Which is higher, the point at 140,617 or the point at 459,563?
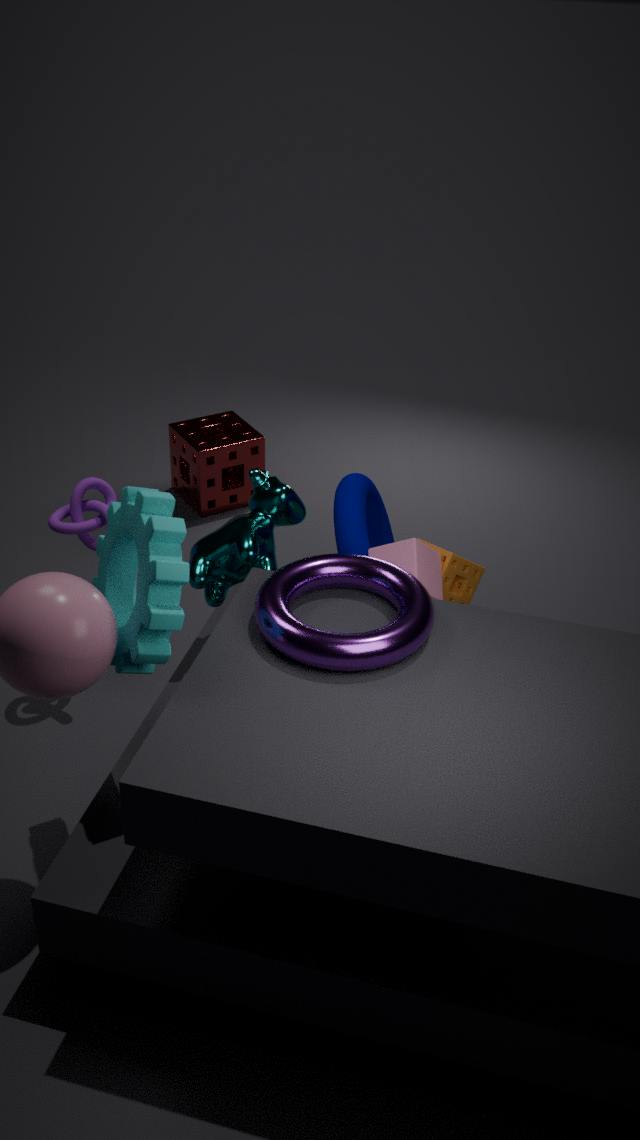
the point at 140,617
